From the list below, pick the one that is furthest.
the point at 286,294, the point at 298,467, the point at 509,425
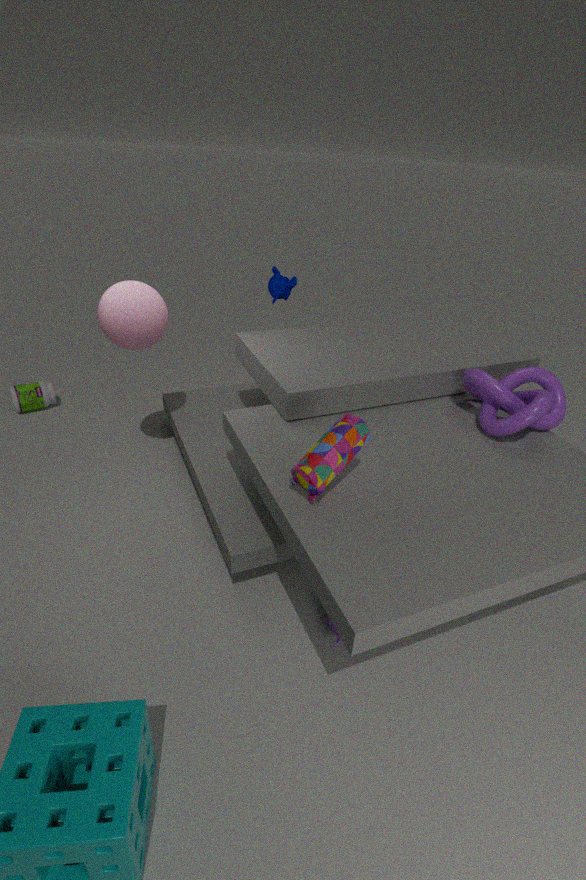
the point at 286,294
